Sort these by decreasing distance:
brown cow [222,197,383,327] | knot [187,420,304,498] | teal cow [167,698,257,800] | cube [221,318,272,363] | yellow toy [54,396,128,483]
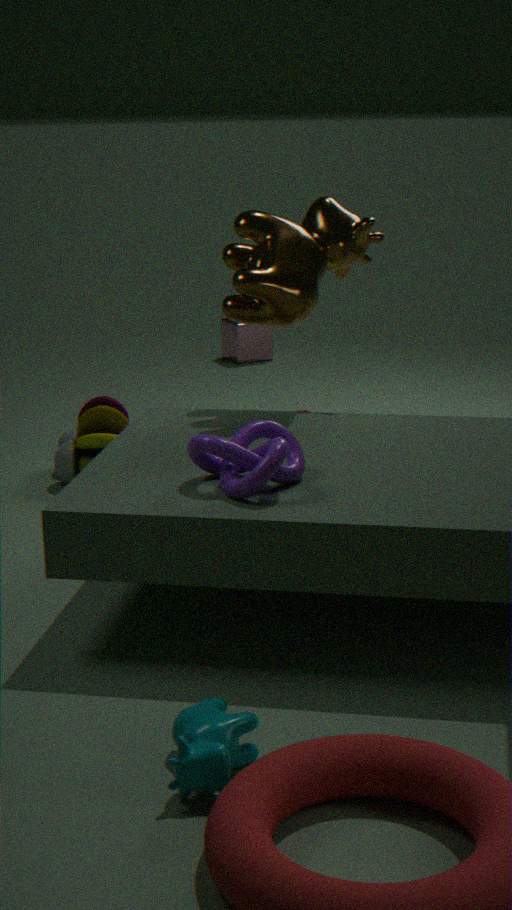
cube [221,318,272,363] → yellow toy [54,396,128,483] → brown cow [222,197,383,327] → knot [187,420,304,498] → teal cow [167,698,257,800]
